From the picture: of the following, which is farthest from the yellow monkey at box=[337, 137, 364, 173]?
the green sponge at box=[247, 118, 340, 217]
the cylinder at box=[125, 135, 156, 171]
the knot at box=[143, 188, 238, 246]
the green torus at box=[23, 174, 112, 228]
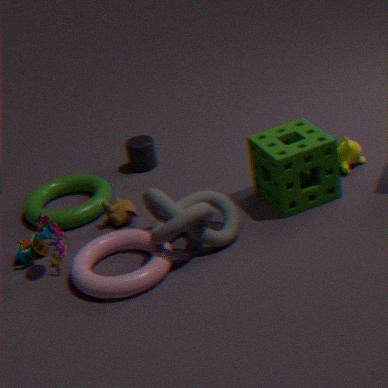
the green torus at box=[23, 174, 112, 228]
